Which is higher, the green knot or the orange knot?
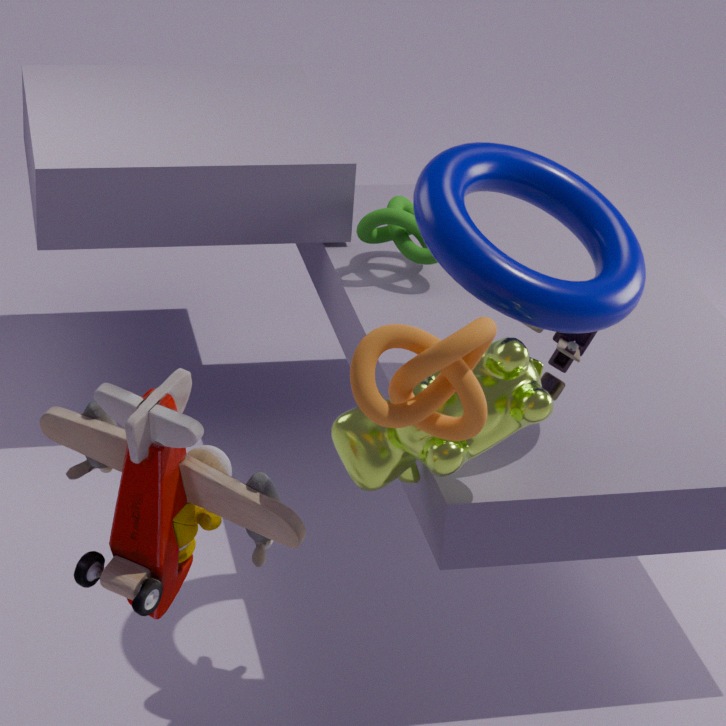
the orange knot
